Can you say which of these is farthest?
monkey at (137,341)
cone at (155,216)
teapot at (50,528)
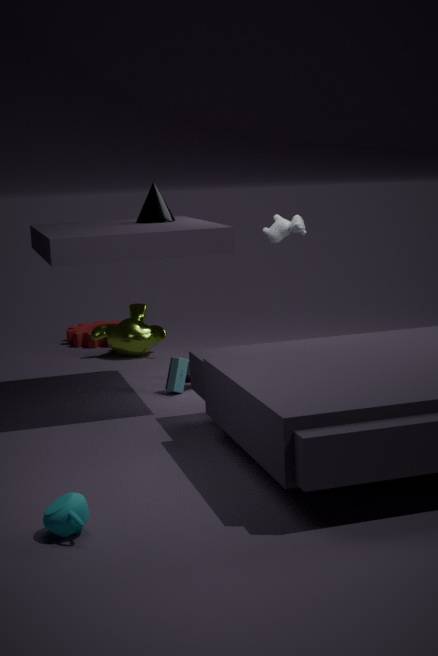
monkey at (137,341)
